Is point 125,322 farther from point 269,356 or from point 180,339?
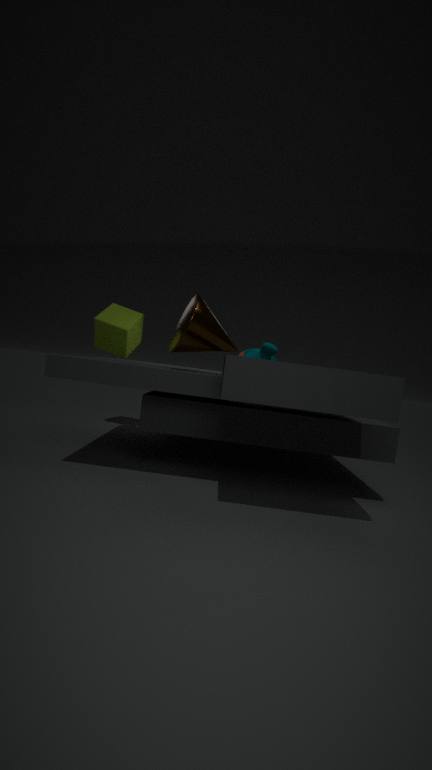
point 269,356
